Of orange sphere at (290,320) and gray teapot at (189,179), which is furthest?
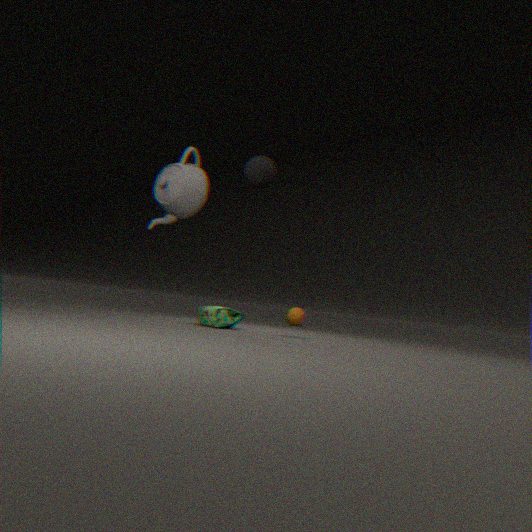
orange sphere at (290,320)
